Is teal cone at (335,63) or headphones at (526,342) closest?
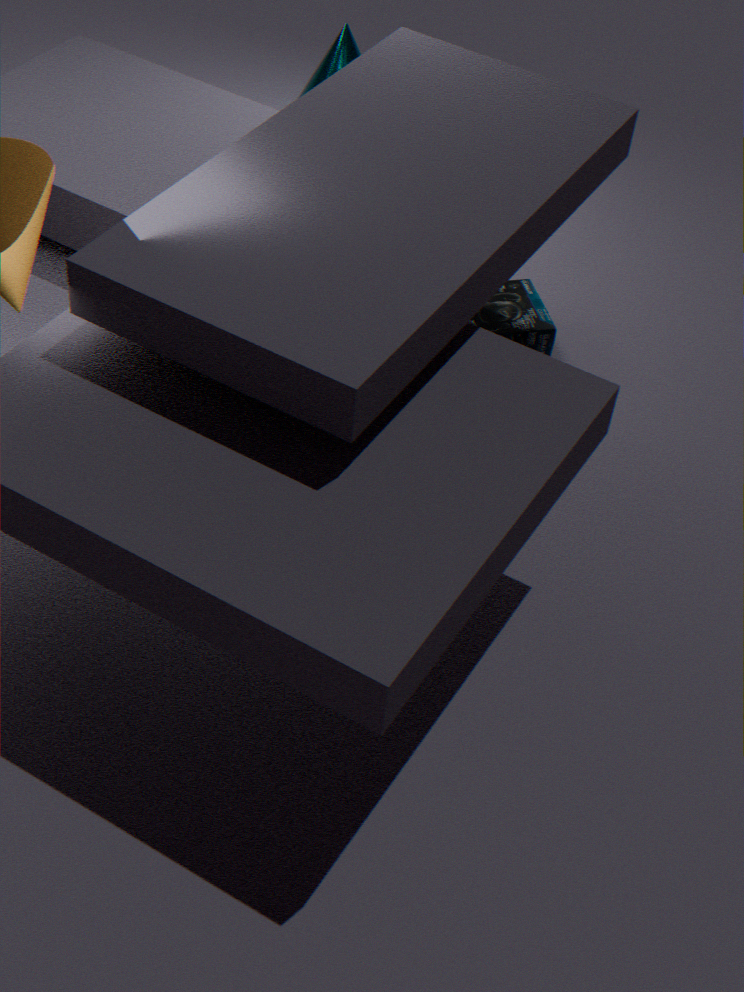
headphones at (526,342)
